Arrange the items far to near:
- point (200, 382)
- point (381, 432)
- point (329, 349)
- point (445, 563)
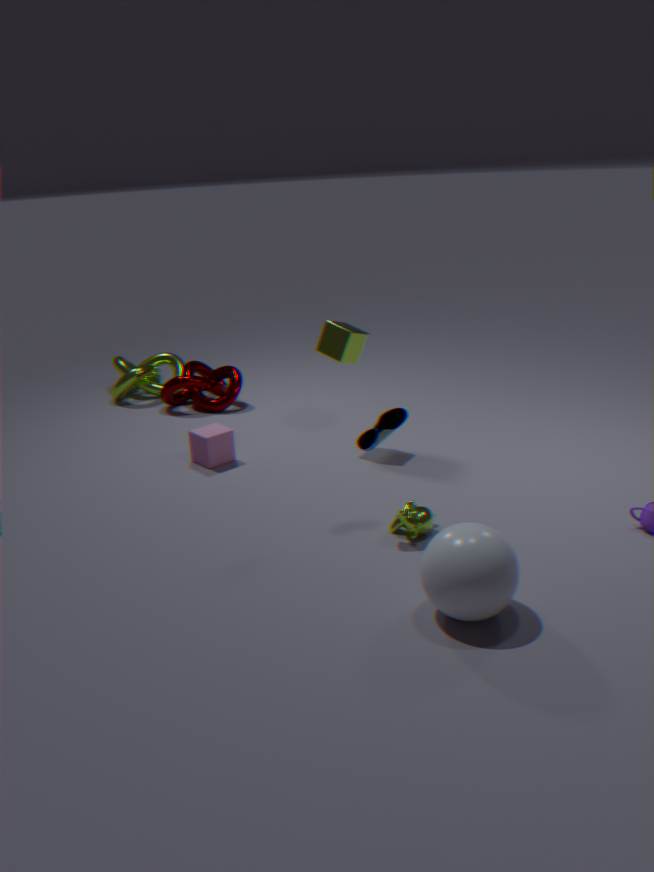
point (200, 382) → point (329, 349) → point (381, 432) → point (445, 563)
